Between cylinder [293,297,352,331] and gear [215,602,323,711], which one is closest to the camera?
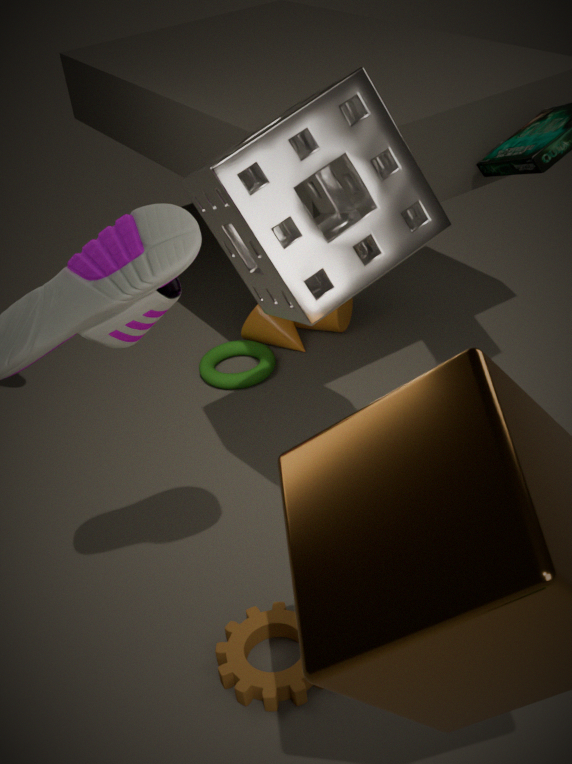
gear [215,602,323,711]
